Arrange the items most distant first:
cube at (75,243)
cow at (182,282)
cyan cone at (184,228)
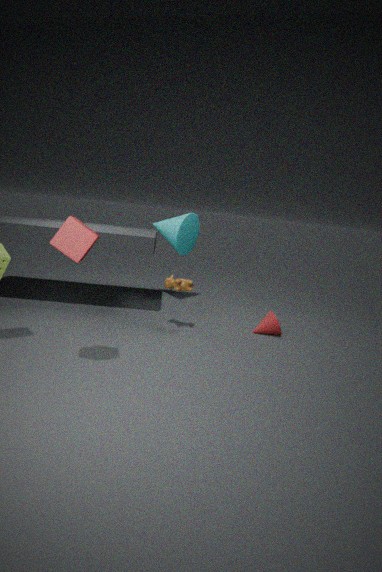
1. cyan cone at (184,228)
2. cow at (182,282)
3. cube at (75,243)
